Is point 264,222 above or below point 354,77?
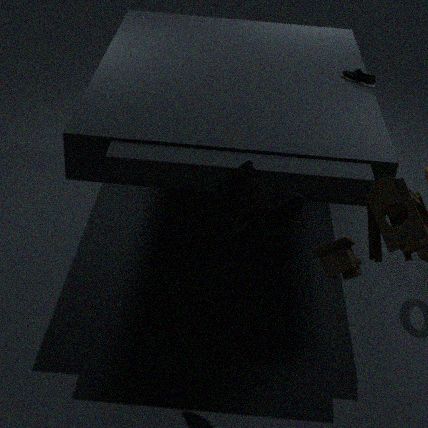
below
